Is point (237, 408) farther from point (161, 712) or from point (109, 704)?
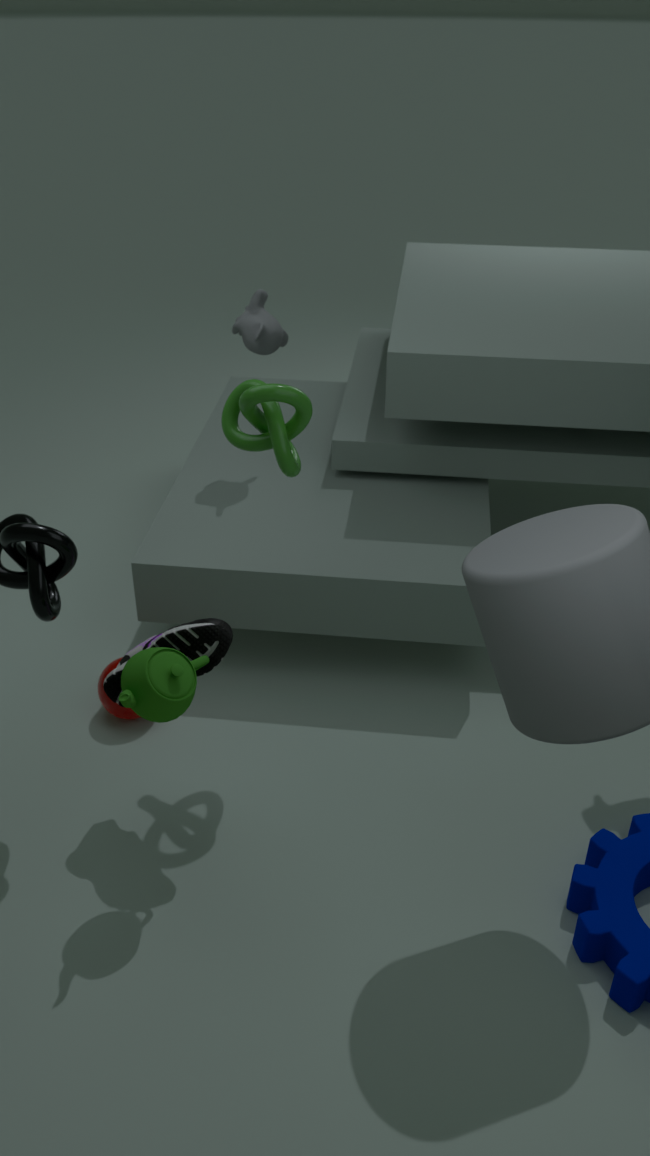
point (109, 704)
